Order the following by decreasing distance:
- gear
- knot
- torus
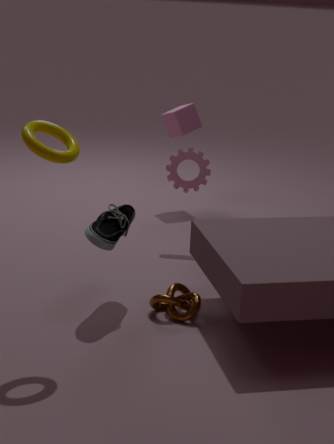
1. gear
2. knot
3. torus
